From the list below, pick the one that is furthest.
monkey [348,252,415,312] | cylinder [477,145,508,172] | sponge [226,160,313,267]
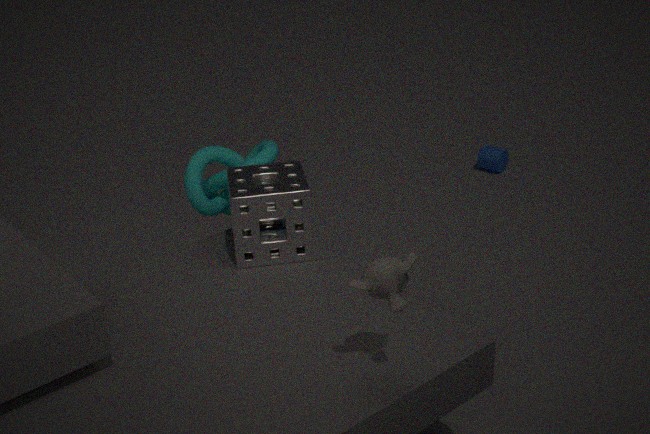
cylinder [477,145,508,172]
